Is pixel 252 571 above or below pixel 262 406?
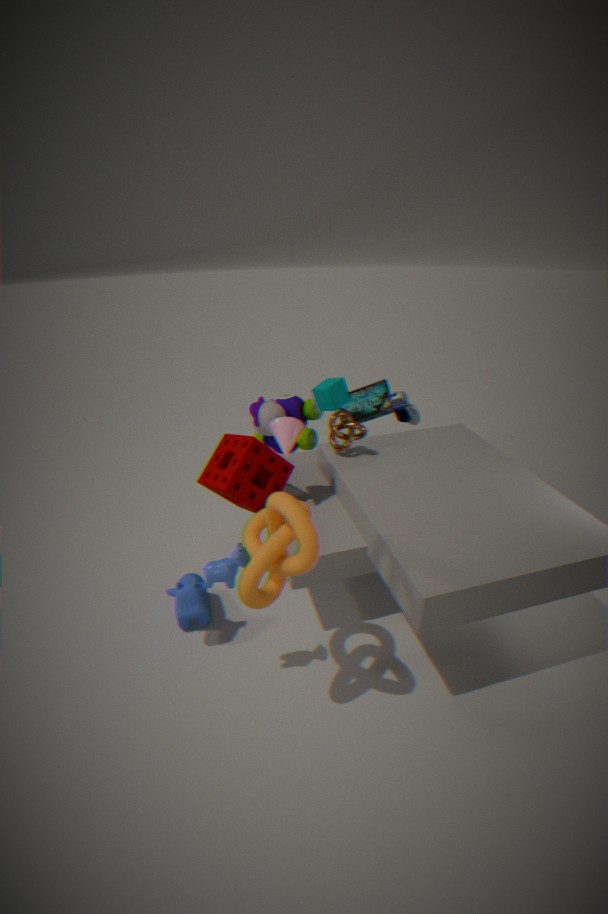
above
